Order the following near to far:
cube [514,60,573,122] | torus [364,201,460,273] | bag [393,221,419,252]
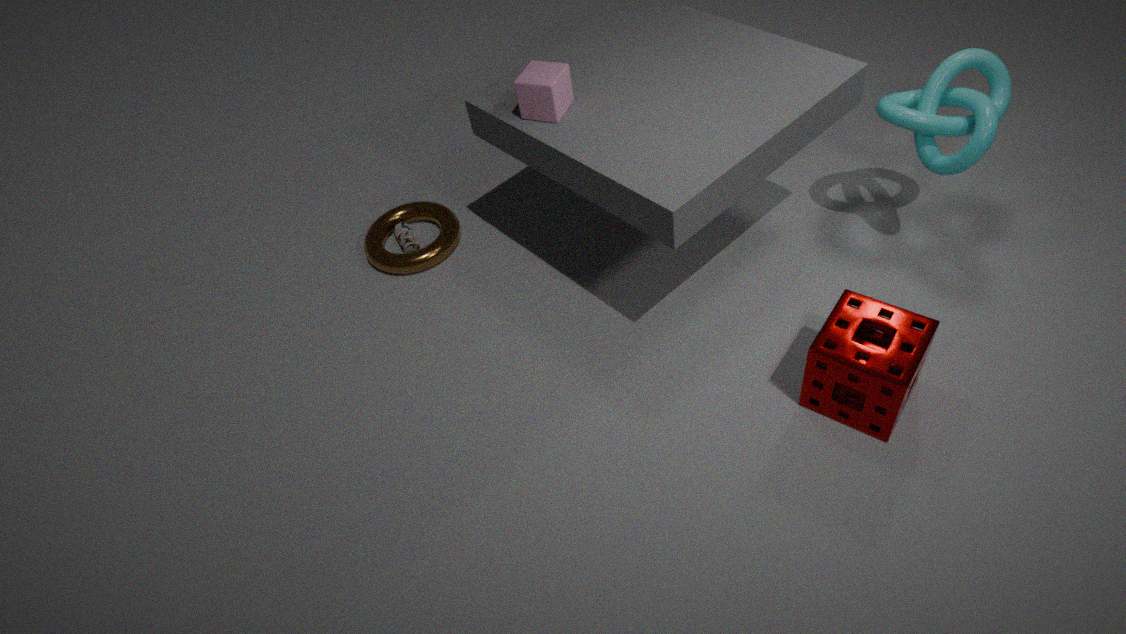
cube [514,60,573,122]
torus [364,201,460,273]
bag [393,221,419,252]
